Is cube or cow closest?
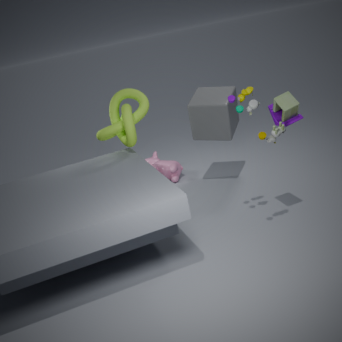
cube
